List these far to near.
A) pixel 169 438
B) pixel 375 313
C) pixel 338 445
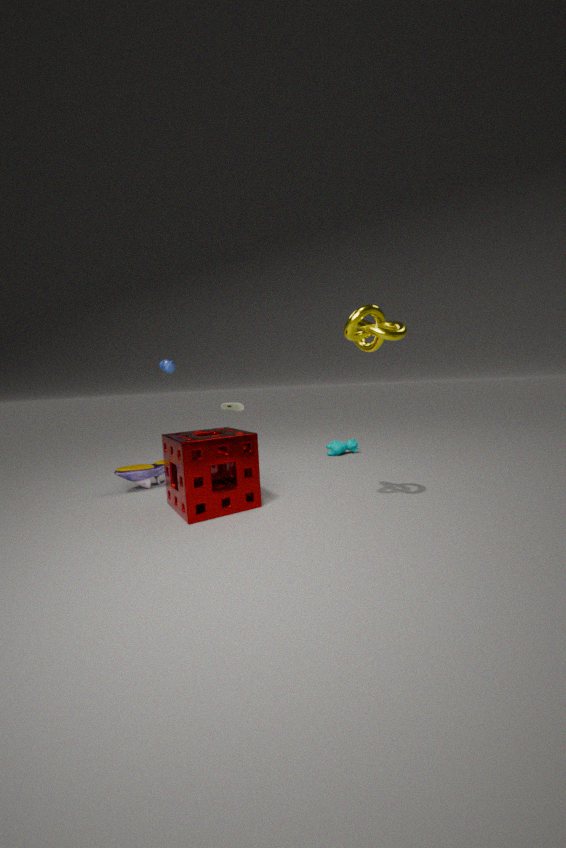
pixel 338 445, pixel 169 438, pixel 375 313
